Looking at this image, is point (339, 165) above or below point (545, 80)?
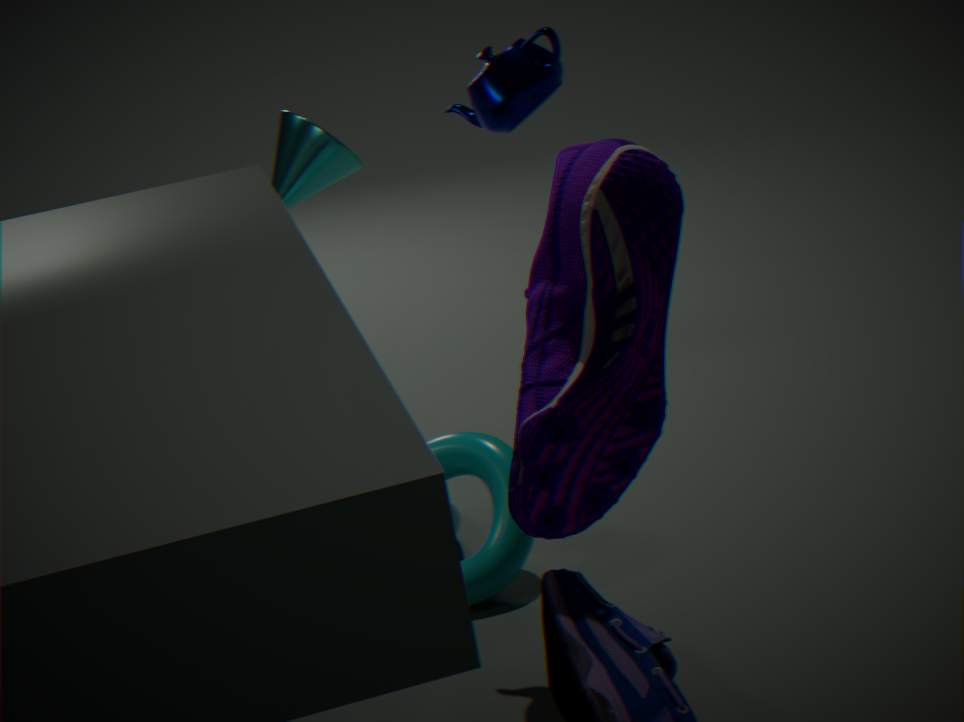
below
